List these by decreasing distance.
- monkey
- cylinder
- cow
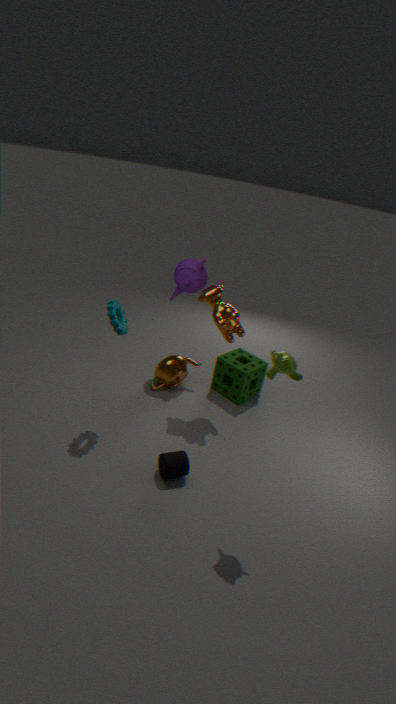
cow < cylinder < monkey
